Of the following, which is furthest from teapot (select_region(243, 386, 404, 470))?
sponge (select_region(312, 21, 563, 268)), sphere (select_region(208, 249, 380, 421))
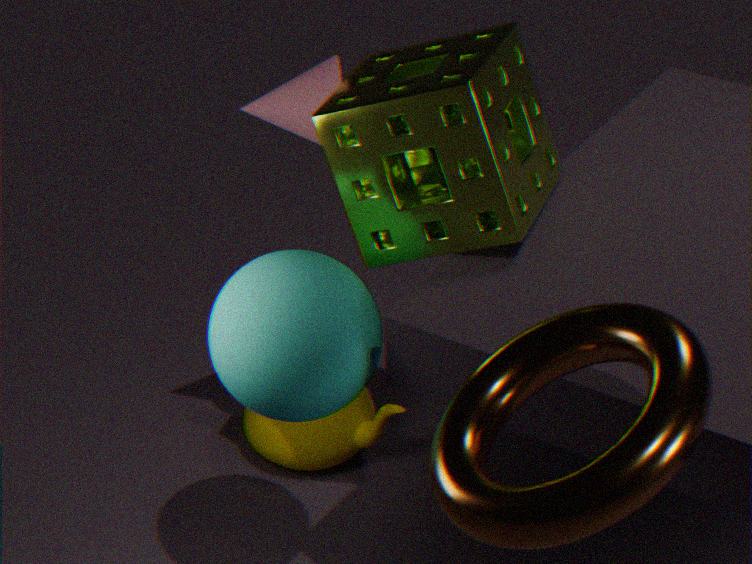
sponge (select_region(312, 21, 563, 268))
